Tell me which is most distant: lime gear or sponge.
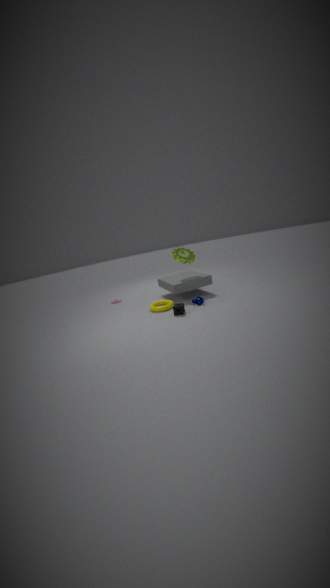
Answer: lime gear
